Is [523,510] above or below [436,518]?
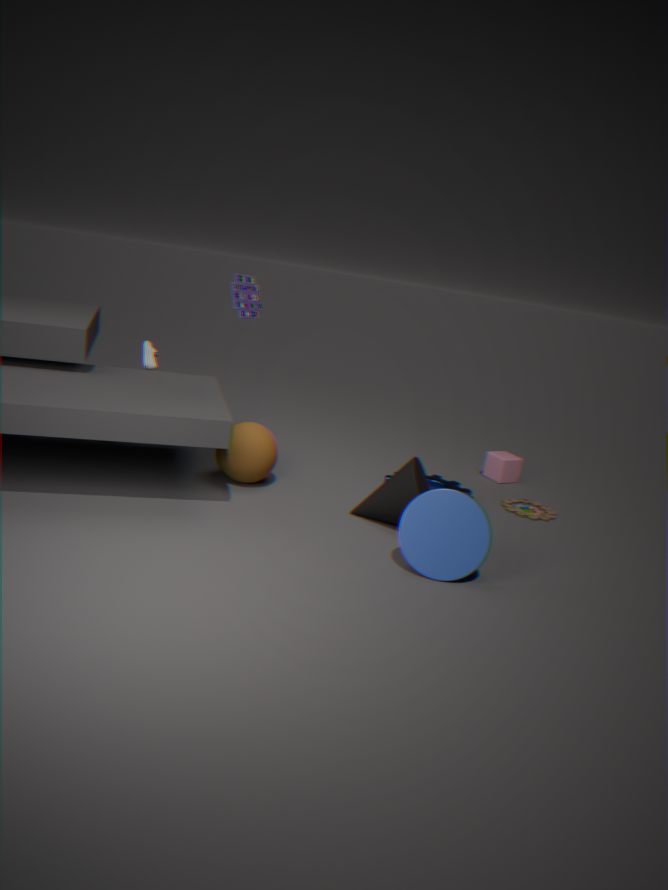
below
